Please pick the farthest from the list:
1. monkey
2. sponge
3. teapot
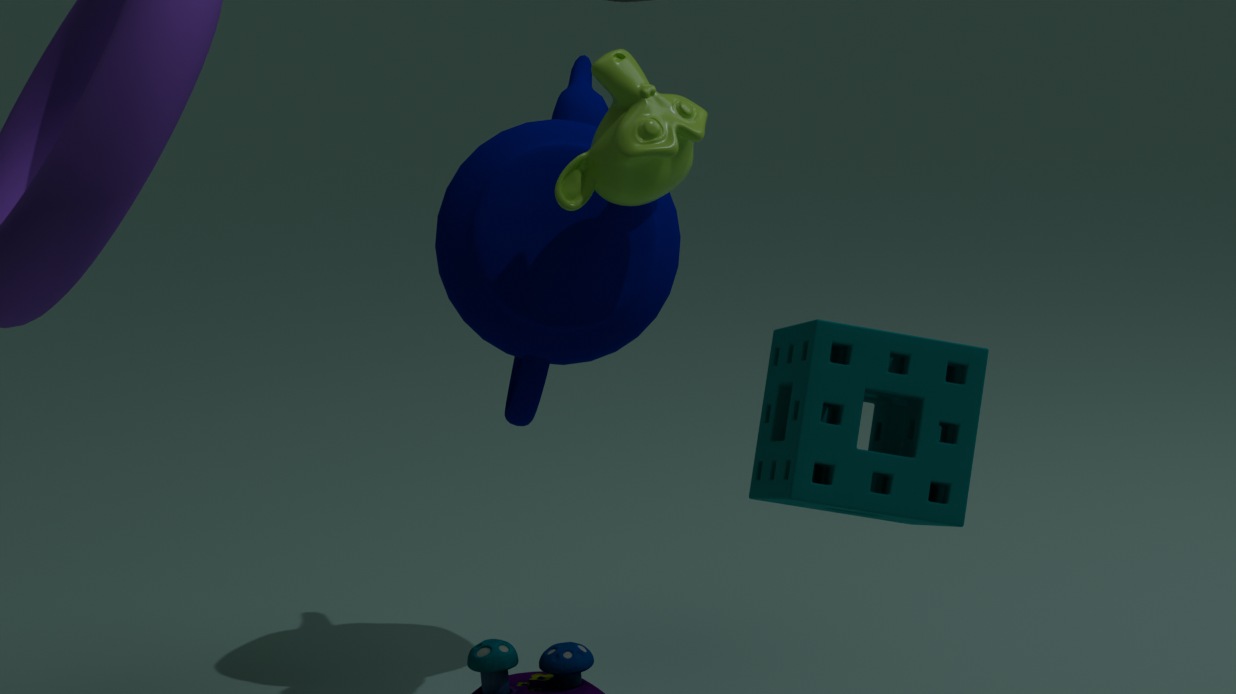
teapot
